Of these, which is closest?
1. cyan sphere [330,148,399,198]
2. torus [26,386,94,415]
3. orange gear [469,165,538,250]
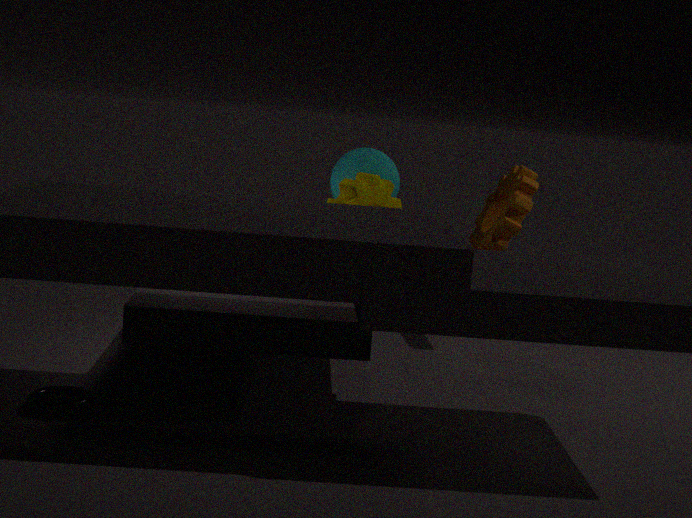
torus [26,386,94,415]
